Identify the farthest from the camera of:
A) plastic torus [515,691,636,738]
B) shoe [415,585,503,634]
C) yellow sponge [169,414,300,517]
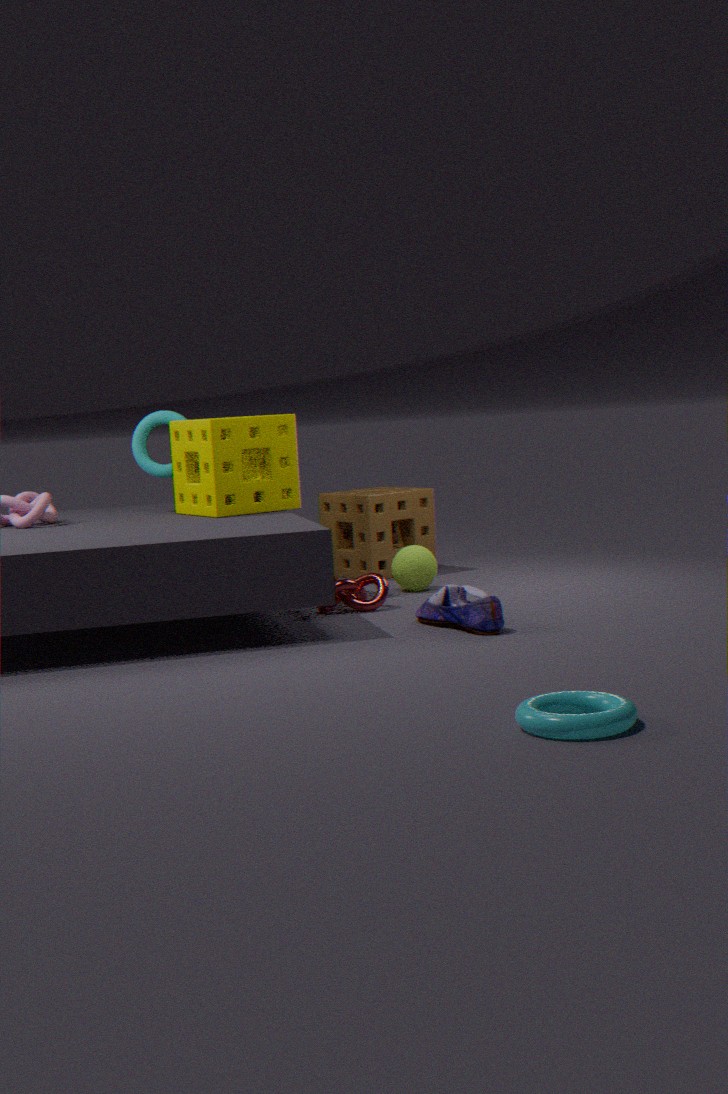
yellow sponge [169,414,300,517]
